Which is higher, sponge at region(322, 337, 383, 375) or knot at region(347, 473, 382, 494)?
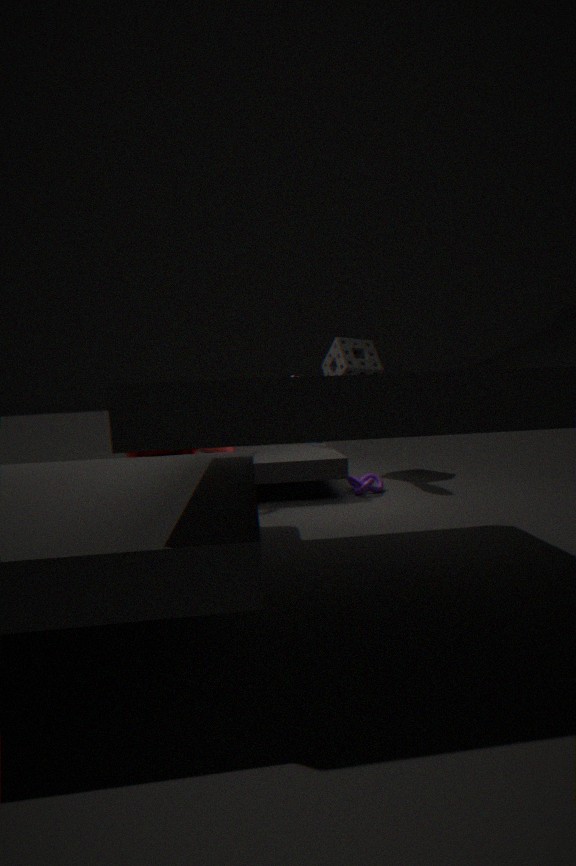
sponge at region(322, 337, 383, 375)
